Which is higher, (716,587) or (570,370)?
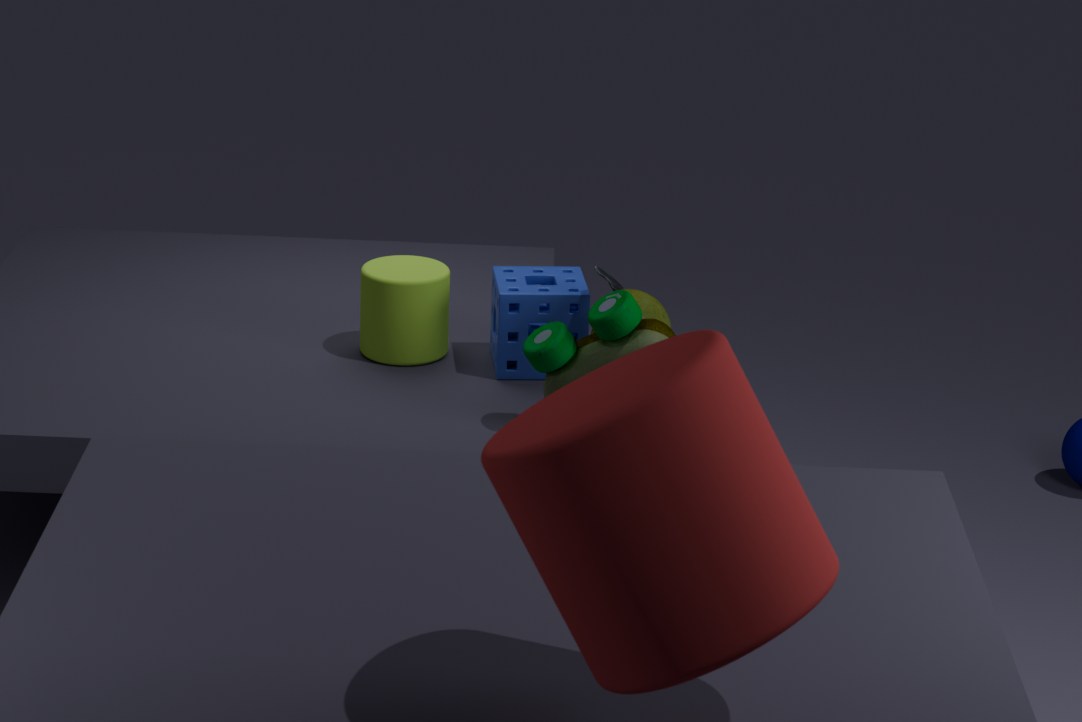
(716,587)
